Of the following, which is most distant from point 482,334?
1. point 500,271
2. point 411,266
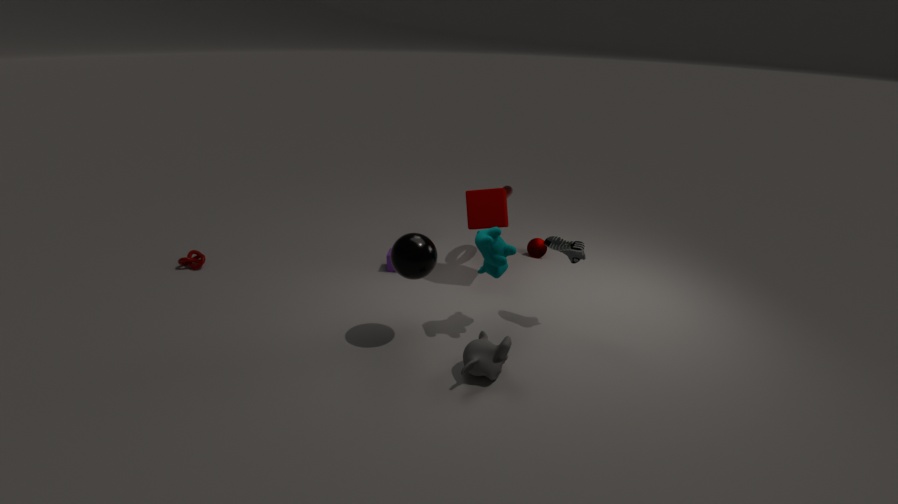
point 411,266
